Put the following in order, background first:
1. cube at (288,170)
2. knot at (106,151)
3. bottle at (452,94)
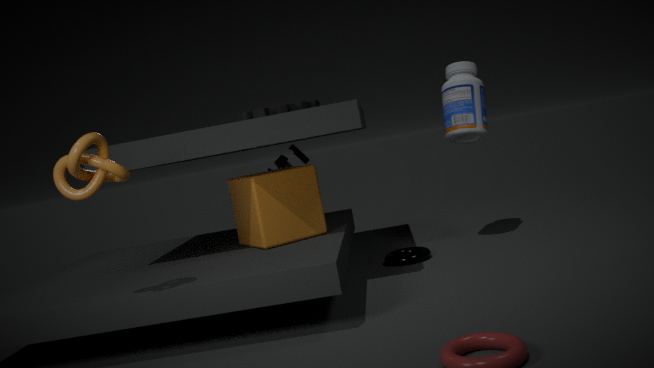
bottle at (452,94) → cube at (288,170) → knot at (106,151)
